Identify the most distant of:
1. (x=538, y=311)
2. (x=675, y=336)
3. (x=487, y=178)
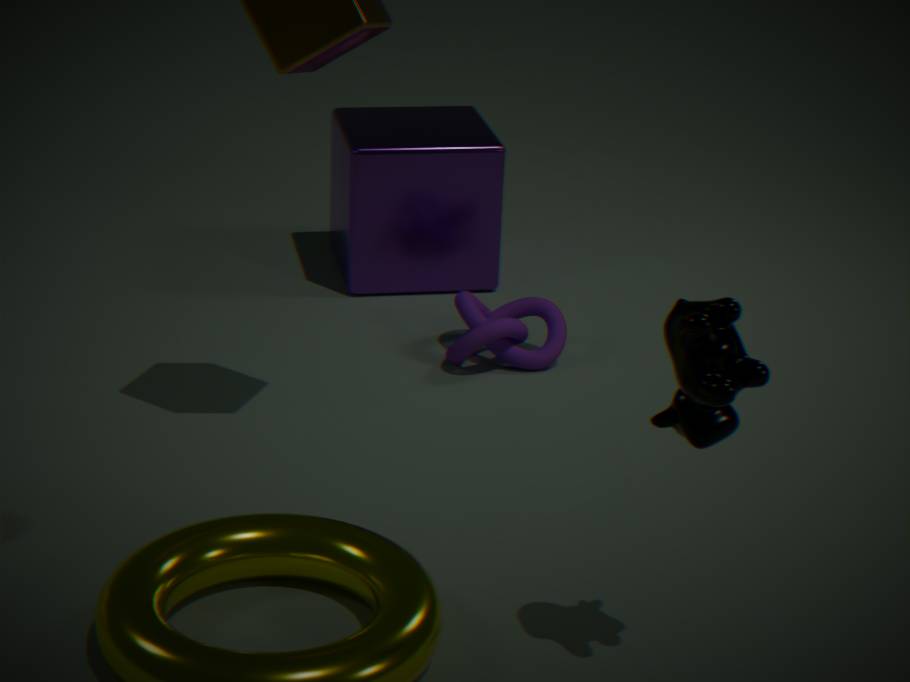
(x=487, y=178)
